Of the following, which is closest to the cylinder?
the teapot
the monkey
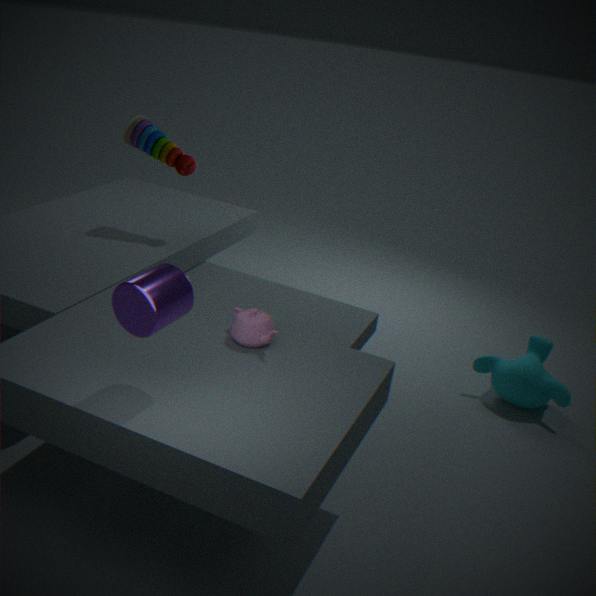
the teapot
